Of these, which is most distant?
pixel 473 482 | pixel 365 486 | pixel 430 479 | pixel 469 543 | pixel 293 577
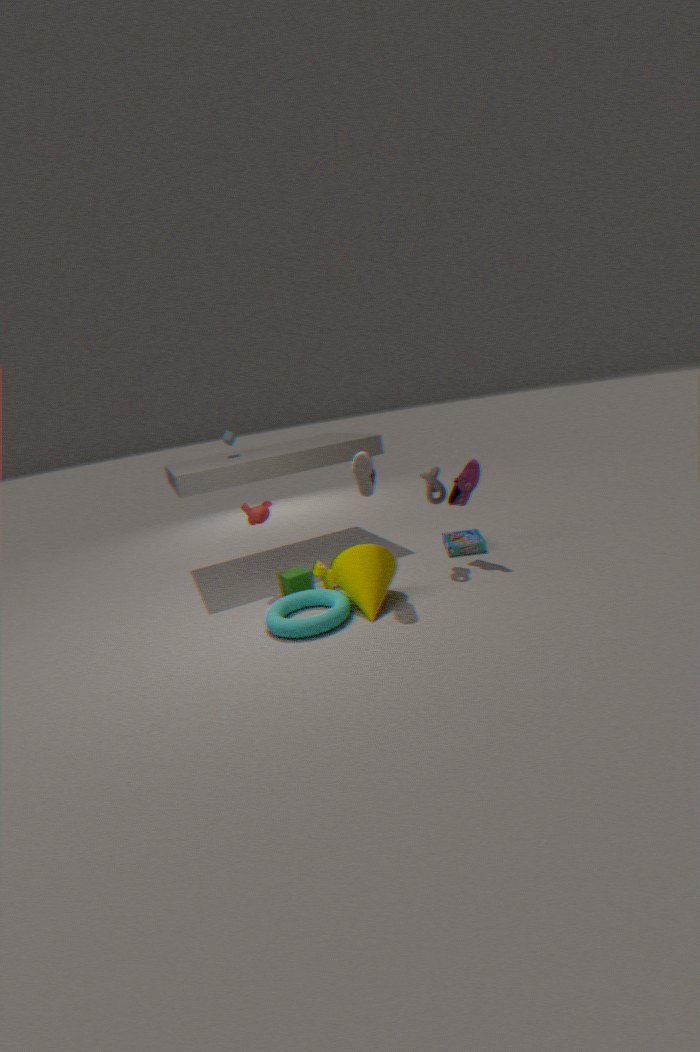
pixel 469 543
